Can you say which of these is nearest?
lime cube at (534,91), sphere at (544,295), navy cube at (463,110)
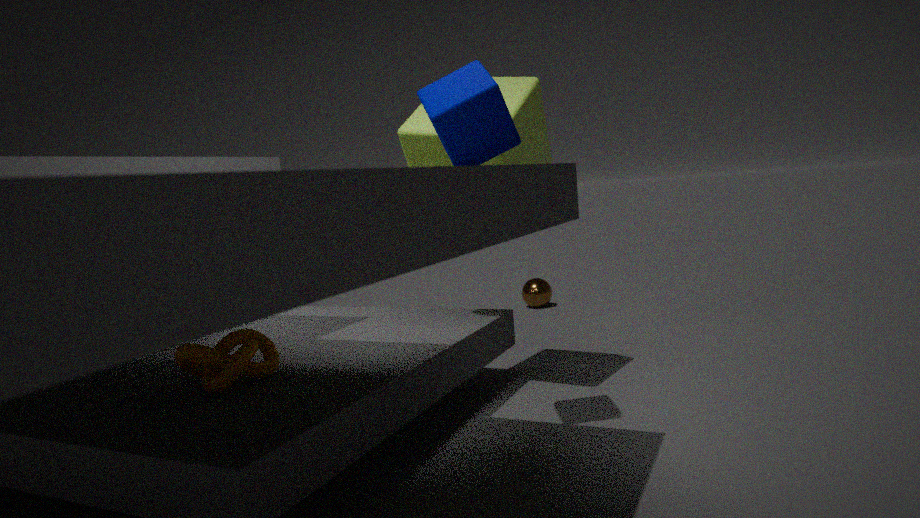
navy cube at (463,110)
